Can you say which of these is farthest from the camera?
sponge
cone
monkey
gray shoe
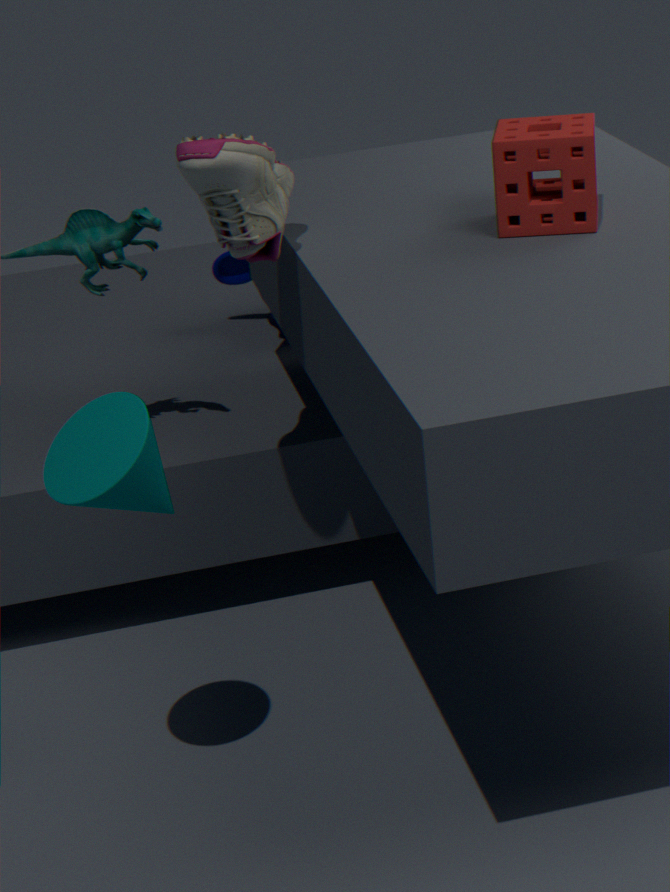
monkey
